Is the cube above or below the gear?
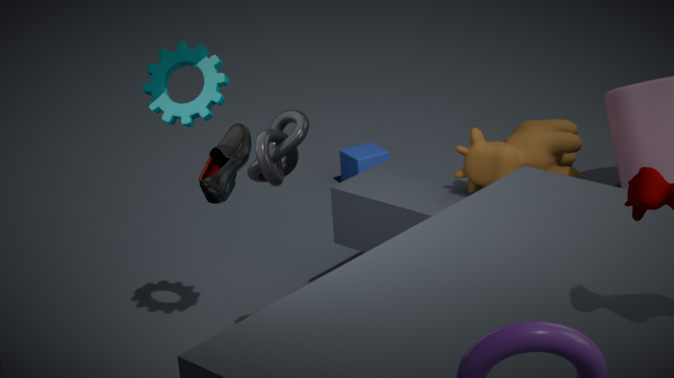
below
